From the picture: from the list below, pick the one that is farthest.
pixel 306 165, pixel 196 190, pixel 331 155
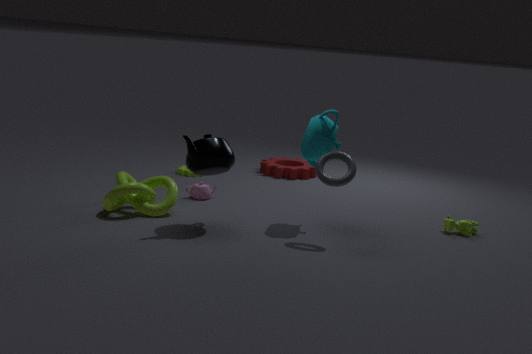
pixel 306 165
